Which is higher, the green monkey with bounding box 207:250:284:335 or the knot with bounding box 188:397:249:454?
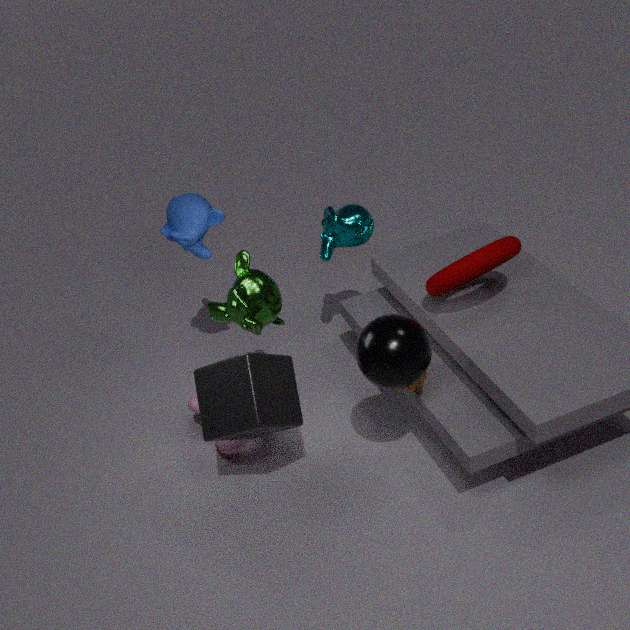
the green monkey with bounding box 207:250:284:335
